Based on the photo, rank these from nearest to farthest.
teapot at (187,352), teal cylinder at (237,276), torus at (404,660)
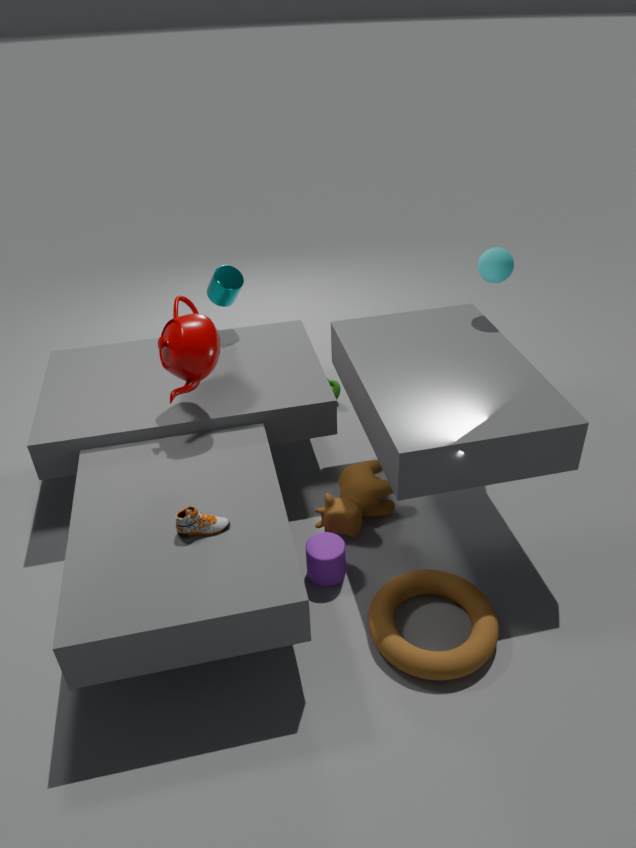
1. torus at (404,660)
2. teapot at (187,352)
3. teal cylinder at (237,276)
